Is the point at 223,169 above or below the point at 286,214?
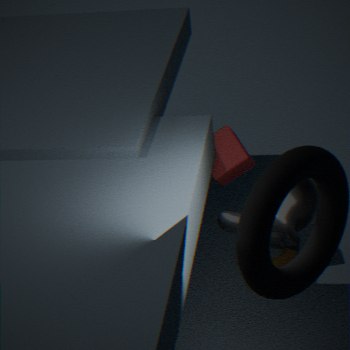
below
